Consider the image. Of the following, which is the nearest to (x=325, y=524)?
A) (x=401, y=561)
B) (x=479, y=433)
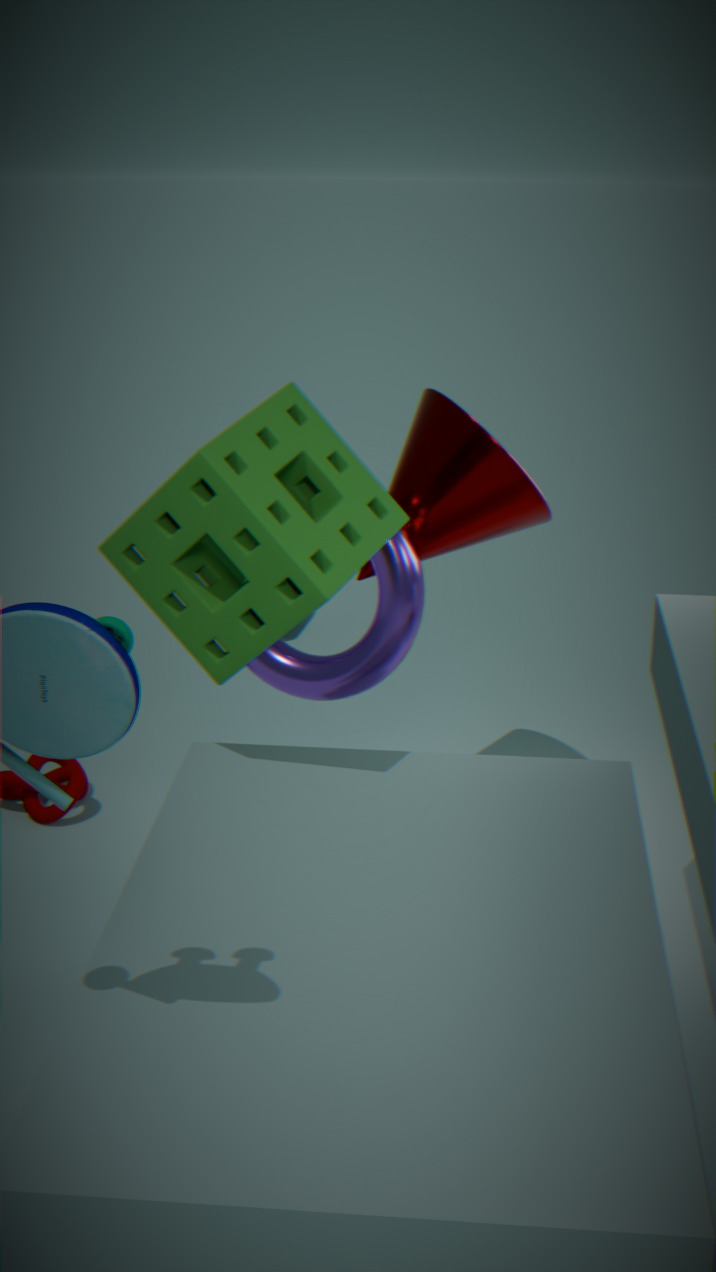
(x=401, y=561)
